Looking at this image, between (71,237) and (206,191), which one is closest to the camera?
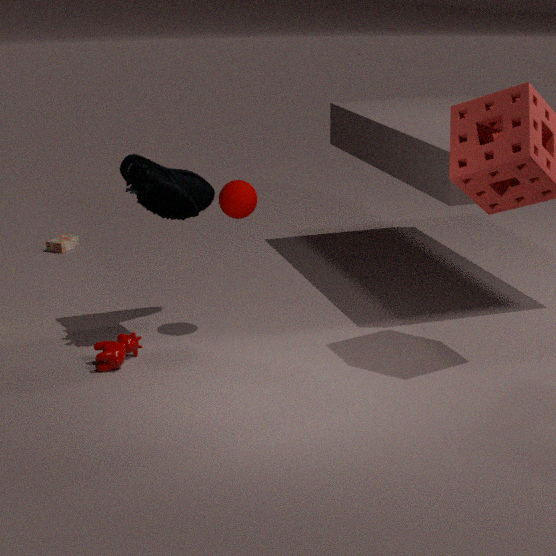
(206,191)
